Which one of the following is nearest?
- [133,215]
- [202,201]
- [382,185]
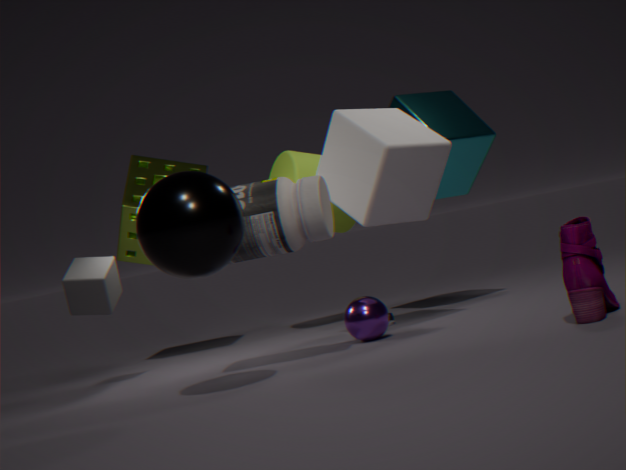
[202,201]
